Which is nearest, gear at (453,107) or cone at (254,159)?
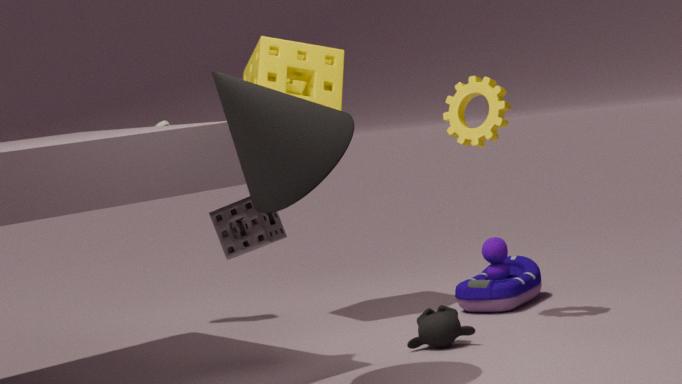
cone at (254,159)
